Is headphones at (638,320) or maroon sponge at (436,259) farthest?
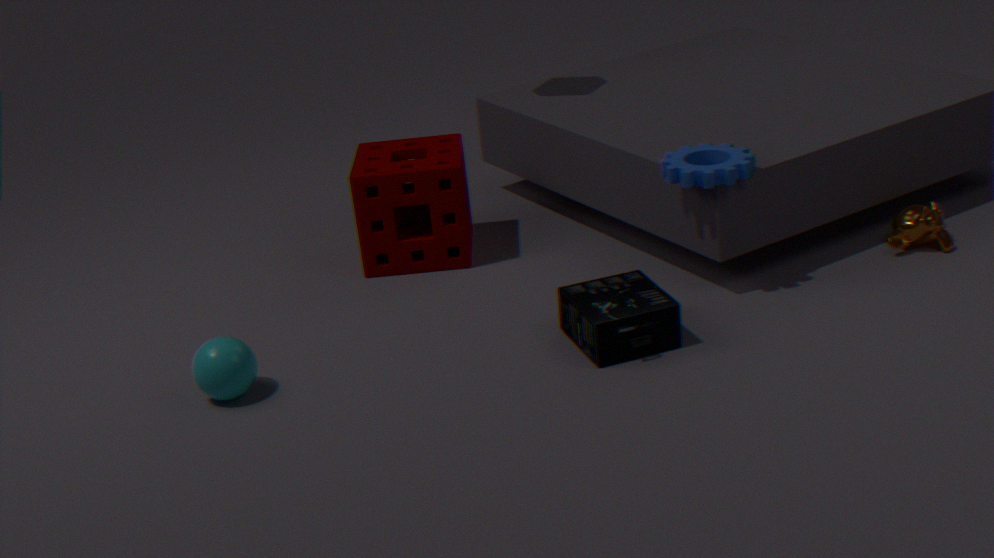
maroon sponge at (436,259)
